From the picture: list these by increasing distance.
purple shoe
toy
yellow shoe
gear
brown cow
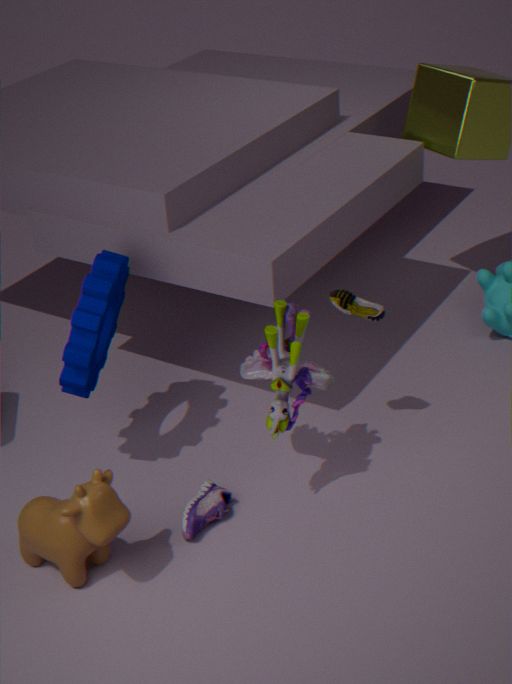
1. brown cow
2. toy
3. gear
4. purple shoe
5. yellow shoe
